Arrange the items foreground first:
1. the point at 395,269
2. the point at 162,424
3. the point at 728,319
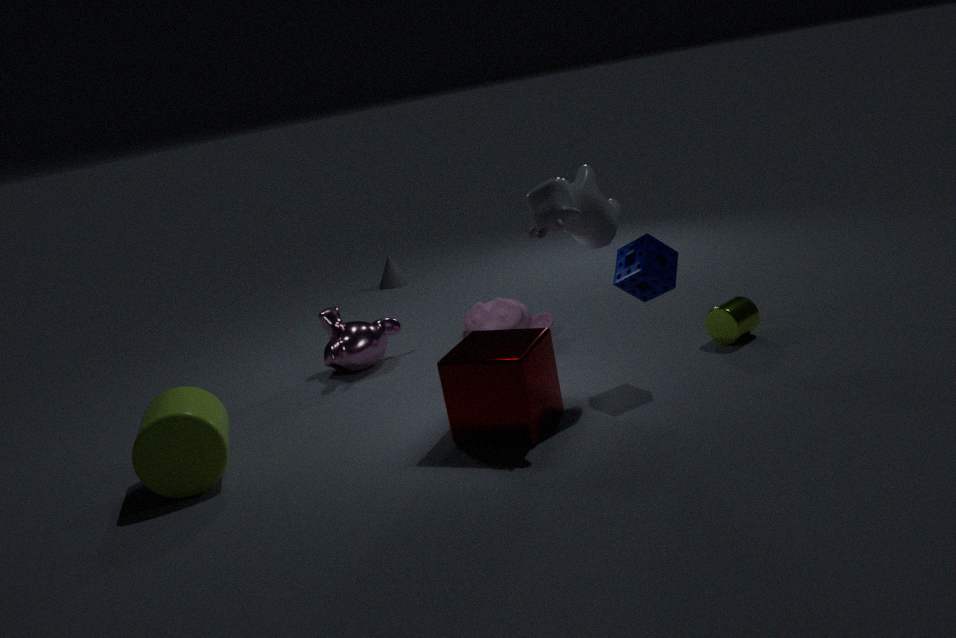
the point at 162,424
the point at 728,319
the point at 395,269
